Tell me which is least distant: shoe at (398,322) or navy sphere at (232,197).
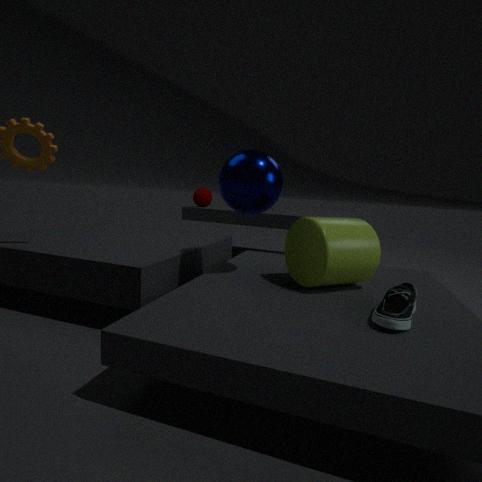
shoe at (398,322)
